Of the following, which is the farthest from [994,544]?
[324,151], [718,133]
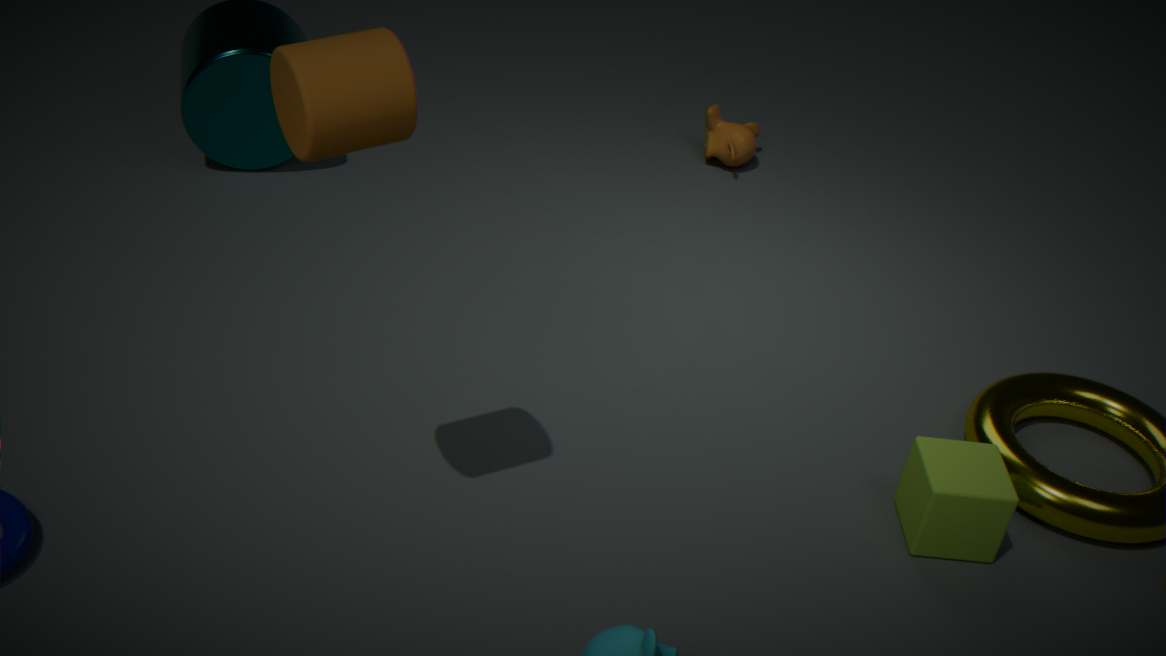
[718,133]
